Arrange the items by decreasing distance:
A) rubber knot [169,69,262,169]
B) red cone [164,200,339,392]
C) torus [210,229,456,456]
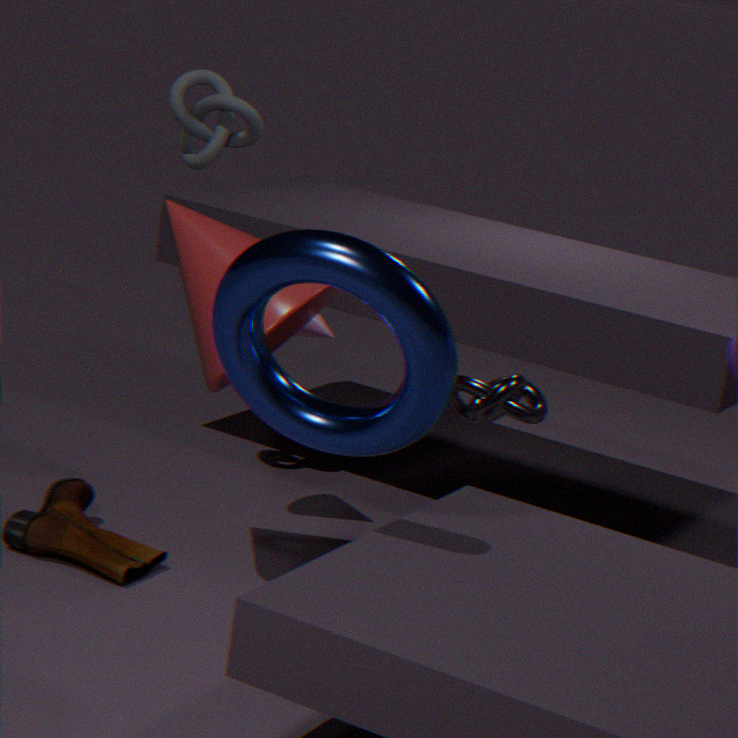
rubber knot [169,69,262,169], red cone [164,200,339,392], torus [210,229,456,456]
